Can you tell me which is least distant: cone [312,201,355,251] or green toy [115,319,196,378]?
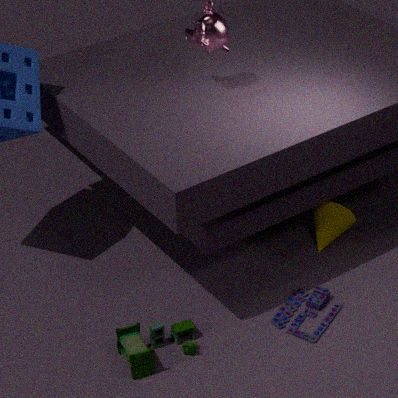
green toy [115,319,196,378]
